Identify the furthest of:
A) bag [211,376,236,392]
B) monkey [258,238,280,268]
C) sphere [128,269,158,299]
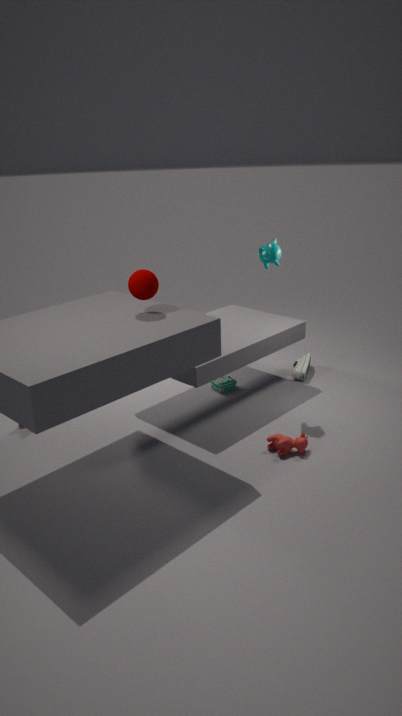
bag [211,376,236,392]
